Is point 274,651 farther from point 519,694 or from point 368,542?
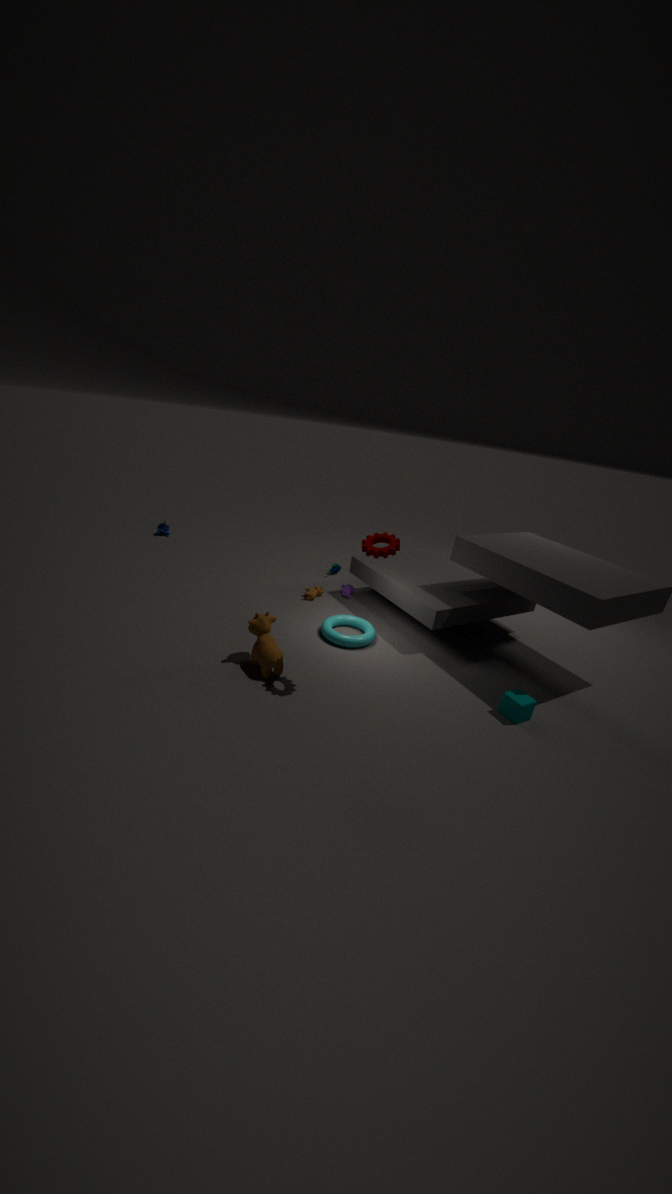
point 519,694
